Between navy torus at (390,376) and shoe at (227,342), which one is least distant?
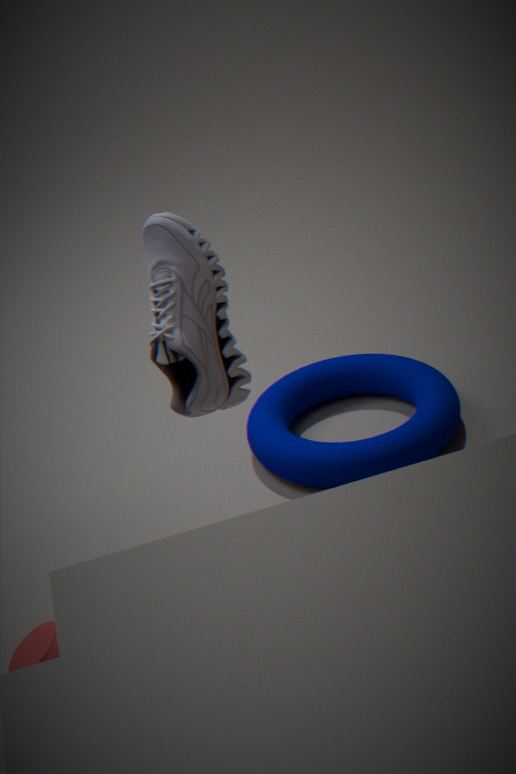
shoe at (227,342)
